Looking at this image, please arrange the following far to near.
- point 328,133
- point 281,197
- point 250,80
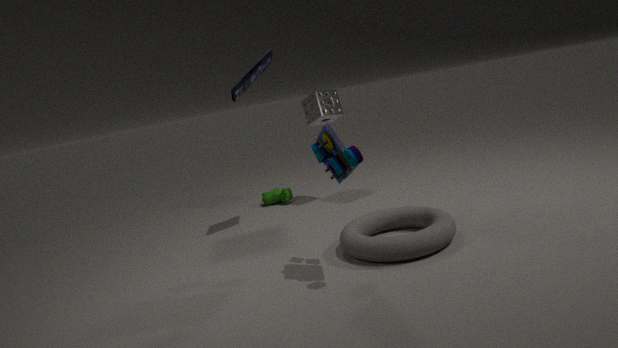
1. point 281,197
2. point 250,80
3. point 328,133
